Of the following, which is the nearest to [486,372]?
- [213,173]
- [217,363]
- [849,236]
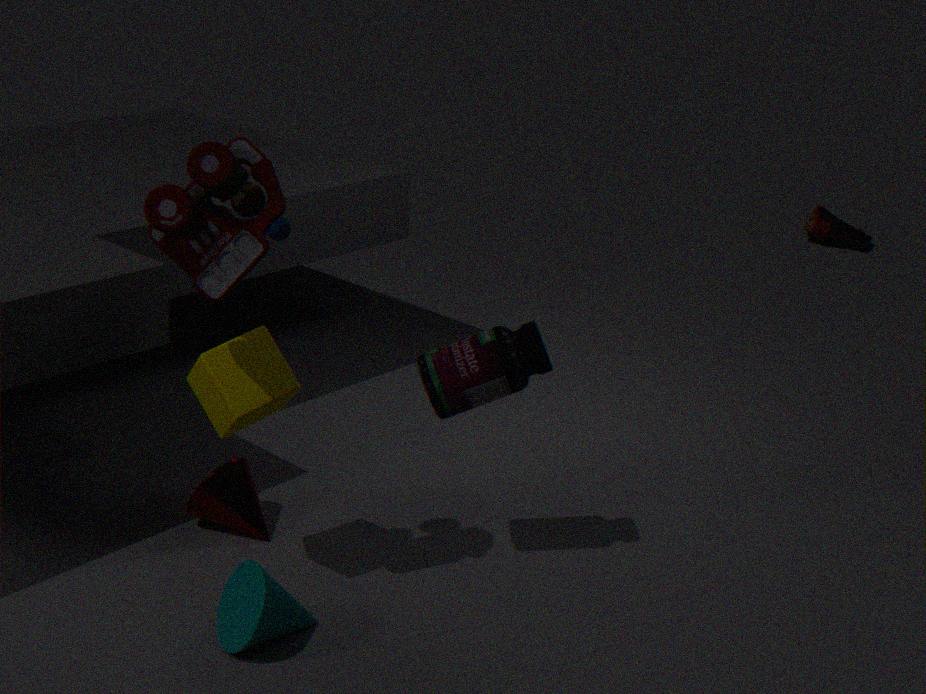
[217,363]
